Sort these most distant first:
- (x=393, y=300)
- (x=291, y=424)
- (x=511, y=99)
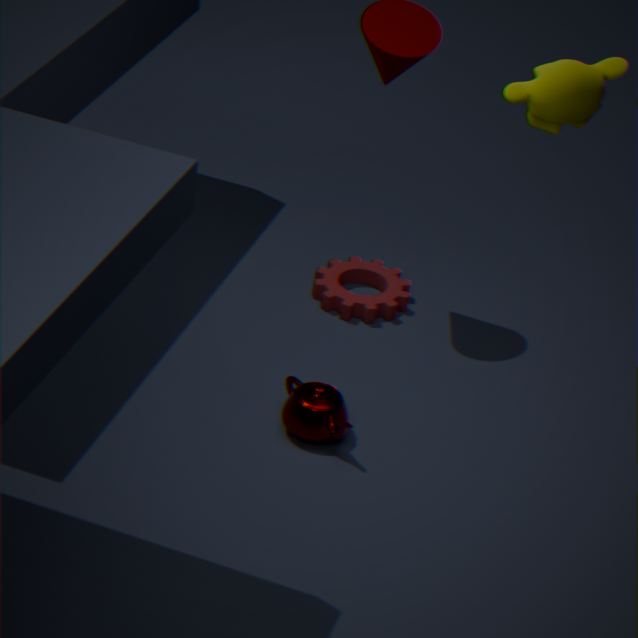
(x=393, y=300) → (x=291, y=424) → (x=511, y=99)
